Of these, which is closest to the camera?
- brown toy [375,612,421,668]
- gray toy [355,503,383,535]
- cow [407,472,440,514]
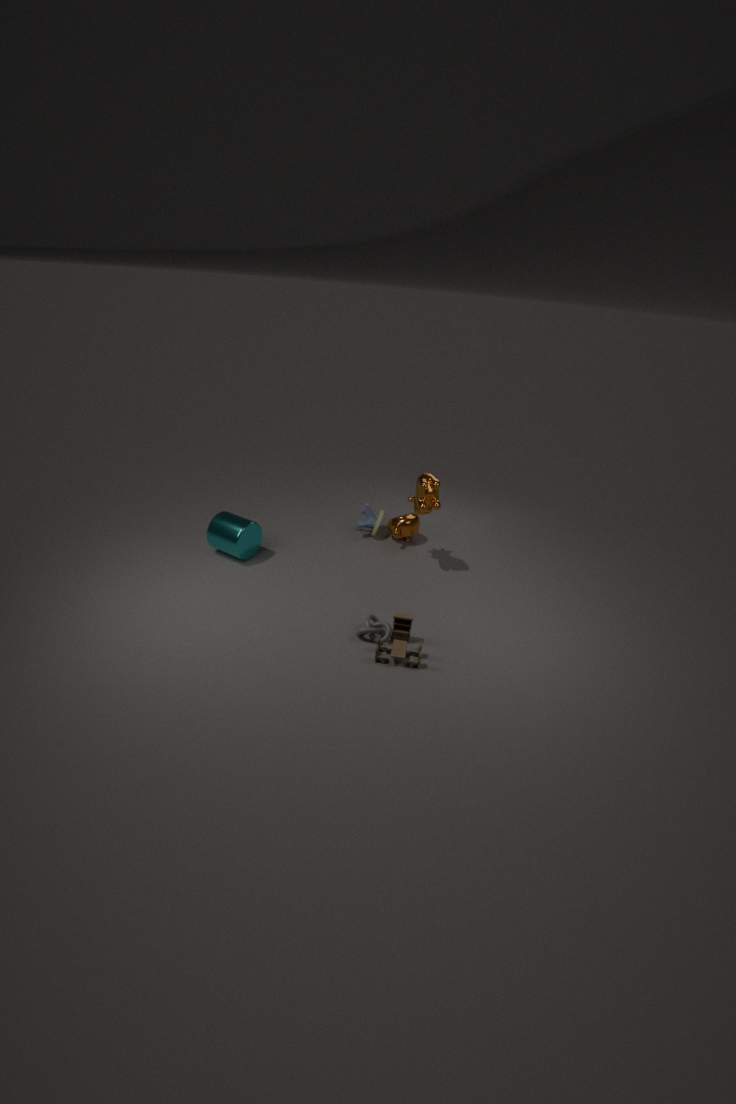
brown toy [375,612,421,668]
